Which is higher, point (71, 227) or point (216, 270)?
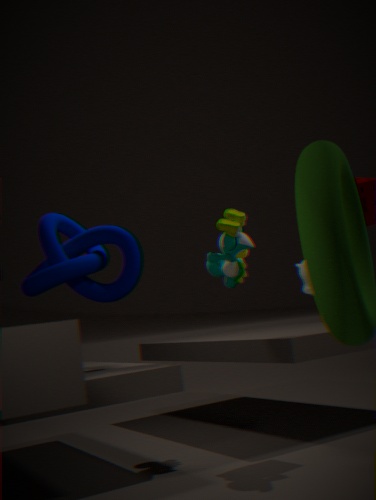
point (71, 227)
